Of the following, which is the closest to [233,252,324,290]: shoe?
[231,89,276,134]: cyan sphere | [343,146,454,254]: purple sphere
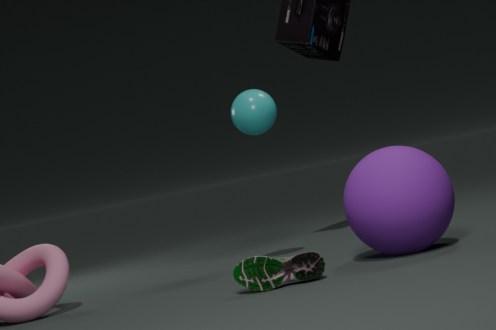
[343,146,454,254]: purple sphere
